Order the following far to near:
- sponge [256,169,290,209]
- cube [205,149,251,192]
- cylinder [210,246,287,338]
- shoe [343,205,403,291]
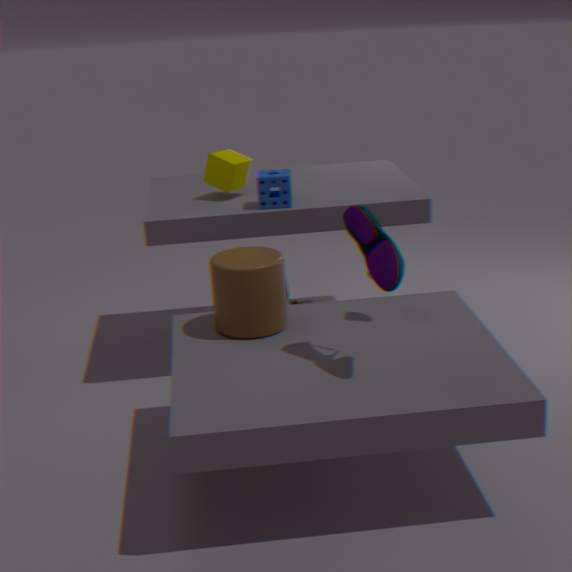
cube [205,149,251,192]
sponge [256,169,290,209]
cylinder [210,246,287,338]
shoe [343,205,403,291]
